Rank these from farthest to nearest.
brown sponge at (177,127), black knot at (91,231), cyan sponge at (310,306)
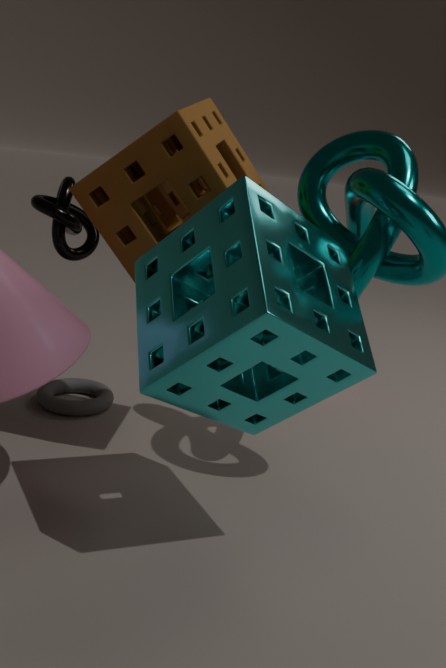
1. black knot at (91,231)
2. brown sponge at (177,127)
3. cyan sponge at (310,306)
